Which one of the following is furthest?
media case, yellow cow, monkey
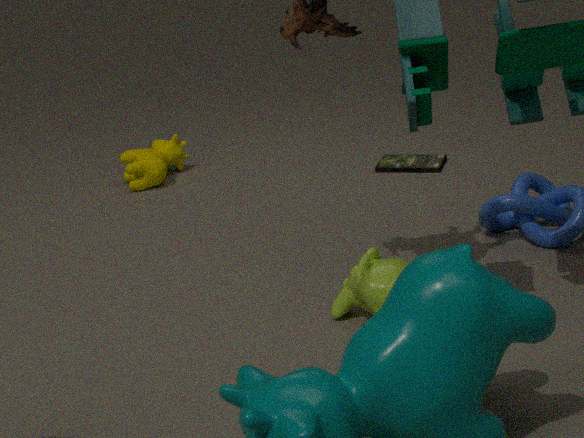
yellow cow
